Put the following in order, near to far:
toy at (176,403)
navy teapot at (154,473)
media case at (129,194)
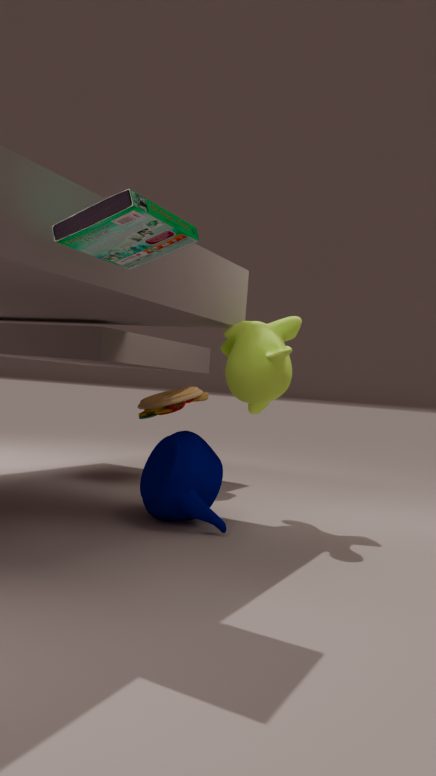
media case at (129,194) → navy teapot at (154,473) → toy at (176,403)
